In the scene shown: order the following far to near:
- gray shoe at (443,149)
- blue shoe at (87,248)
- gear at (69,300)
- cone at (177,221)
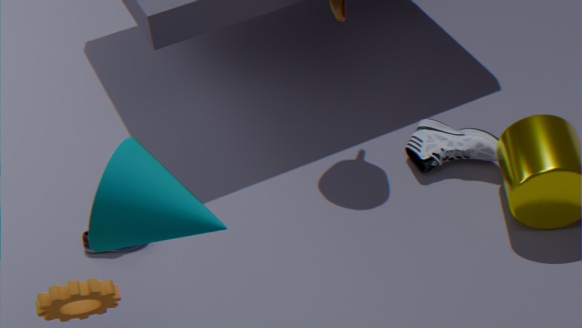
gray shoe at (443,149)
blue shoe at (87,248)
cone at (177,221)
gear at (69,300)
